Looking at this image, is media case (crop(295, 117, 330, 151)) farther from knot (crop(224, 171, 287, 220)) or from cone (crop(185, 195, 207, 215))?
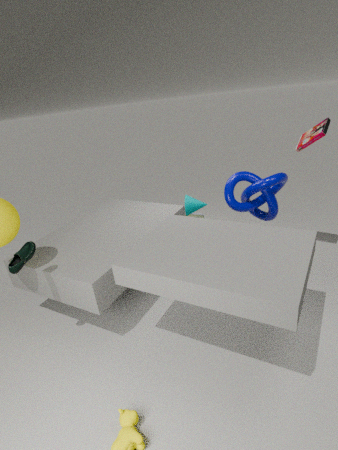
cone (crop(185, 195, 207, 215))
